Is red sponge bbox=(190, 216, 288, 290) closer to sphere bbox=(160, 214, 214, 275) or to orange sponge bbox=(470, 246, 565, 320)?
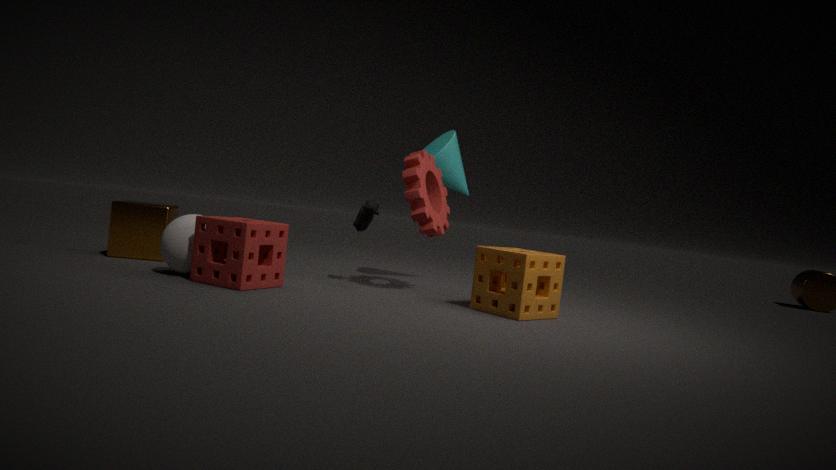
sphere bbox=(160, 214, 214, 275)
